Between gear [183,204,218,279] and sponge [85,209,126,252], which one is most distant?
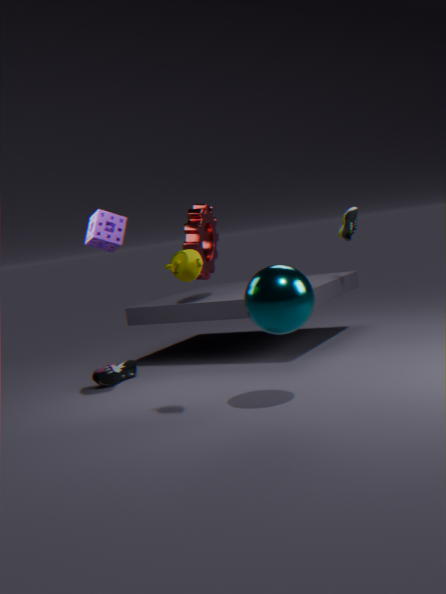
gear [183,204,218,279]
